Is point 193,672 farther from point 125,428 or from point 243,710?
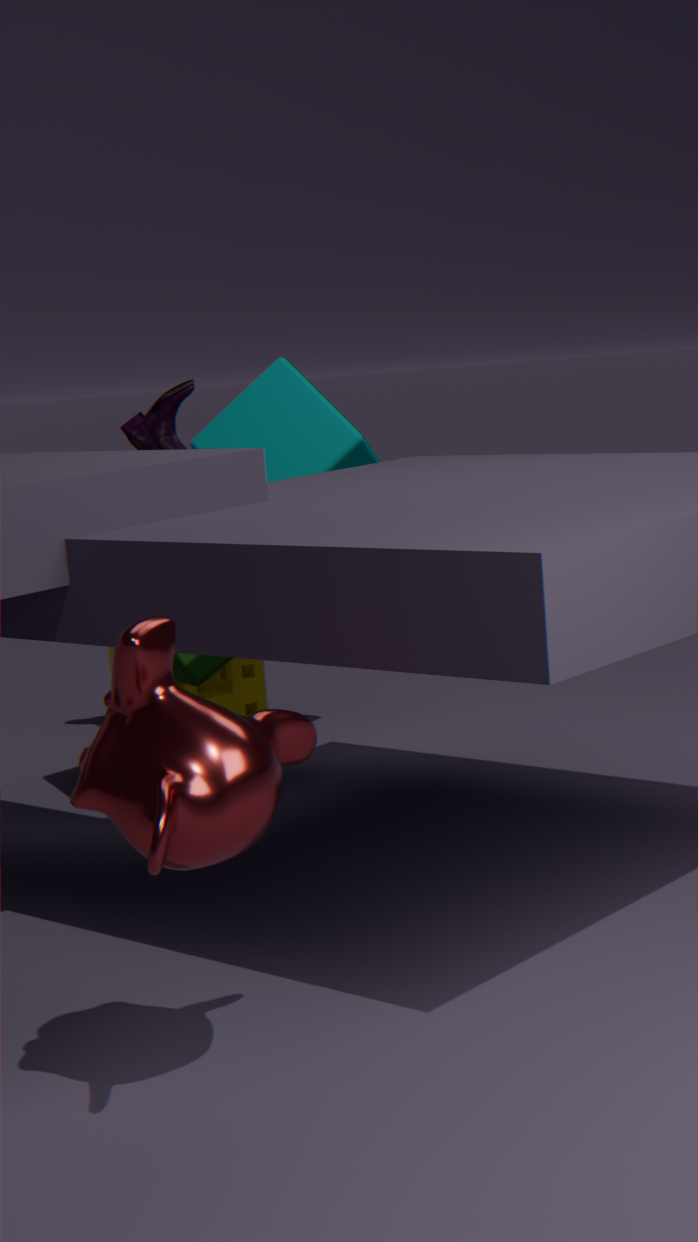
point 243,710
